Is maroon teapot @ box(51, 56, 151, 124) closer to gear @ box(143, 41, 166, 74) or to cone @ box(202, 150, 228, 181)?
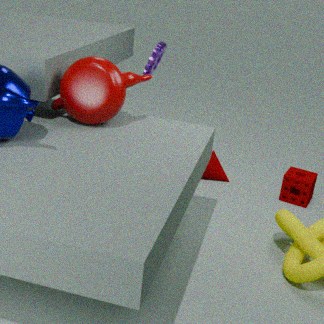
gear @ box(143, 41, 166, 74)
